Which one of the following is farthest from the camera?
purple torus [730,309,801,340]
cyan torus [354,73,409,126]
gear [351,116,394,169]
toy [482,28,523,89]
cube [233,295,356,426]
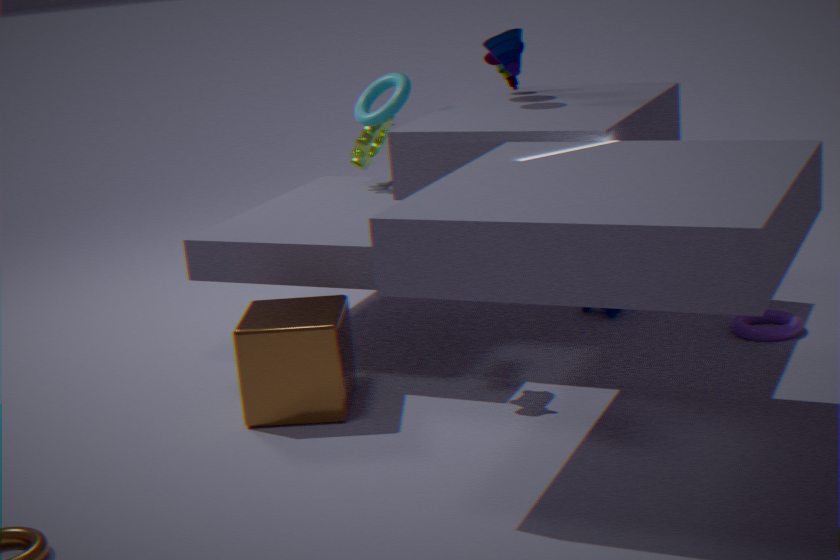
gear [351,116,394,169]
